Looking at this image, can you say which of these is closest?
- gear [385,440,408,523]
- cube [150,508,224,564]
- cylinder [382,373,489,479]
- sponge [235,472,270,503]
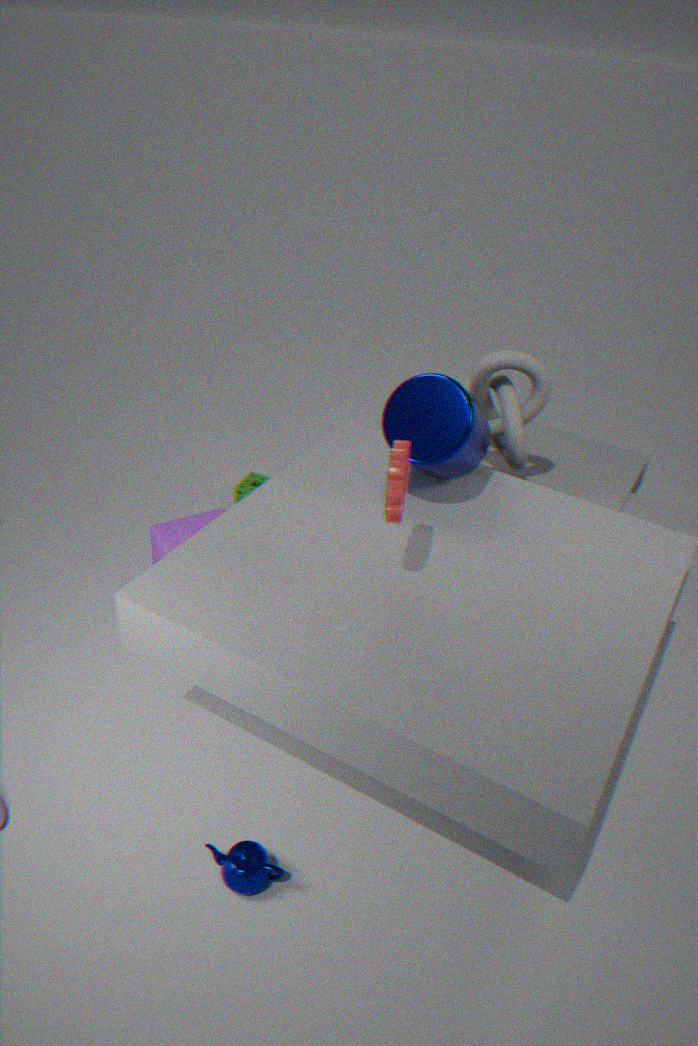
gear [385,440,408,523]
